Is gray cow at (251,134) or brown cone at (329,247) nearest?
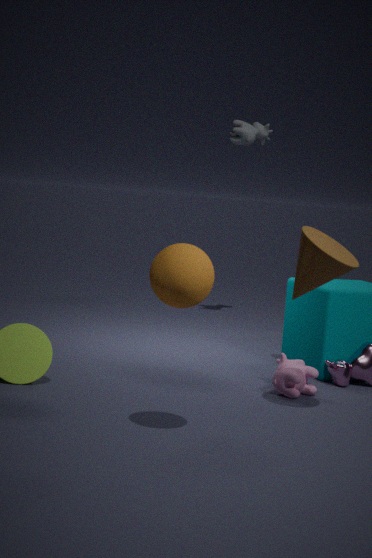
brown cone at (329,247)
